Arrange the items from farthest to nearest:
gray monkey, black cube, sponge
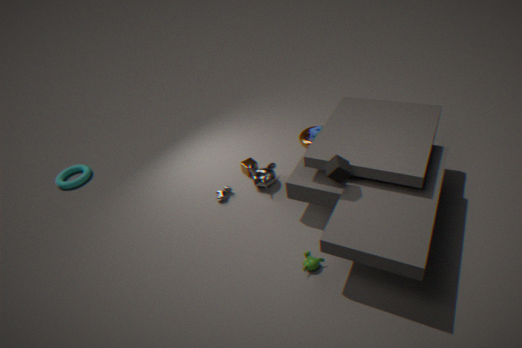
sponge < gray monkey < black cube
